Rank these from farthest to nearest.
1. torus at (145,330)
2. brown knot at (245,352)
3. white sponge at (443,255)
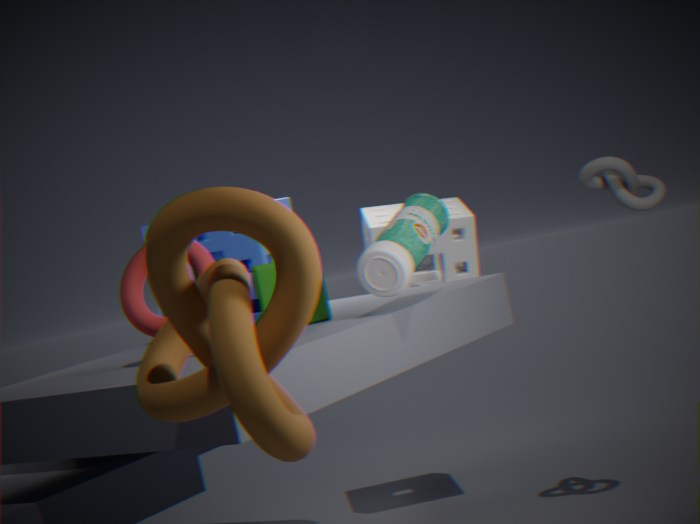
1. white sponge at (443,255)
2. torus at (145,330)
3. brown knot at (245,352)
